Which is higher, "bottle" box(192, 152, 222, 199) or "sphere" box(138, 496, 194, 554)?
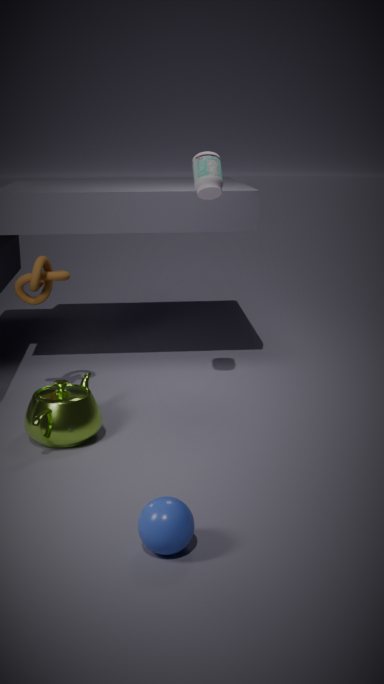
"bottle" box(192, 152, 222, 199)
